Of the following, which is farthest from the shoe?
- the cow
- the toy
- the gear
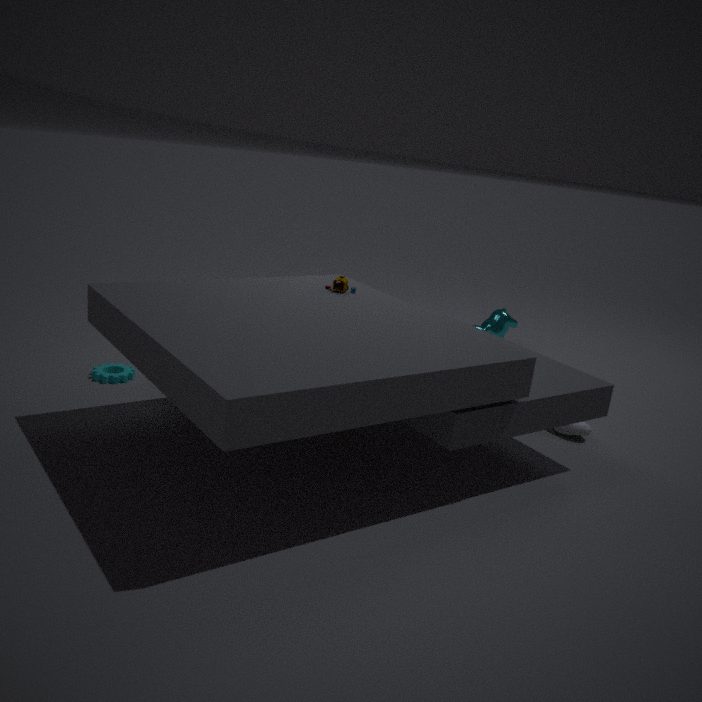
the gear
